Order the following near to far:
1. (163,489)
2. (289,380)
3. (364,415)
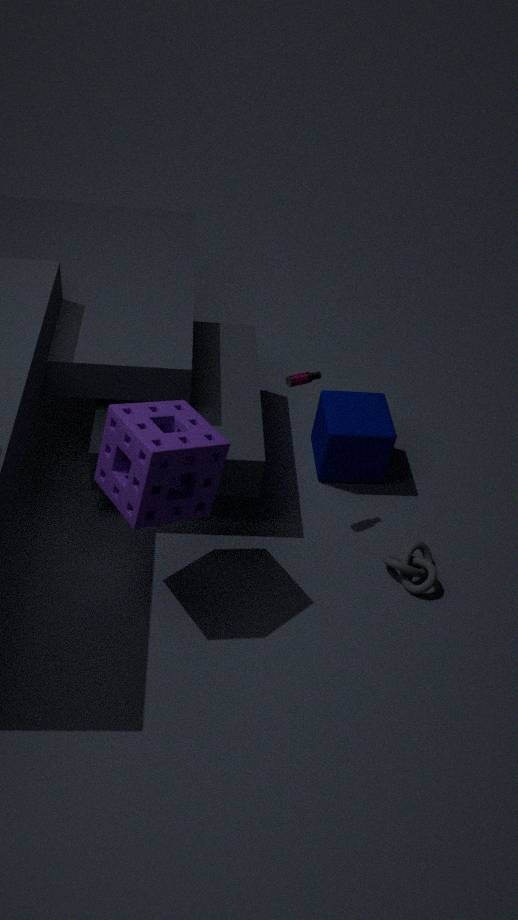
(163,489) → (289,380) → (364,415)
